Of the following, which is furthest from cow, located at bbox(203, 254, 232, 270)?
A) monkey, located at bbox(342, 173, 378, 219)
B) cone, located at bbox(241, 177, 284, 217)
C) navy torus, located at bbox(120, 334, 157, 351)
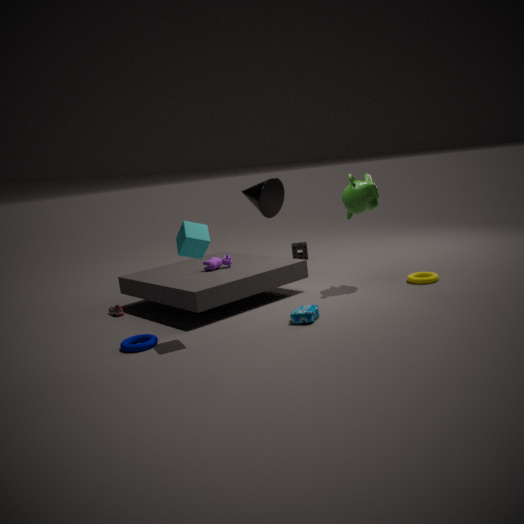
monkey, located at bbox(342, 173, 378, 219)
